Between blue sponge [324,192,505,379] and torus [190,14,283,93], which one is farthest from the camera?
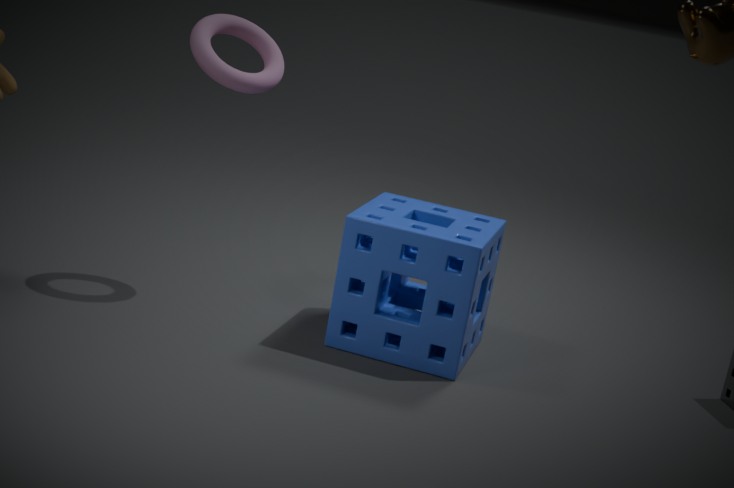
torus [190,14,283,93]
